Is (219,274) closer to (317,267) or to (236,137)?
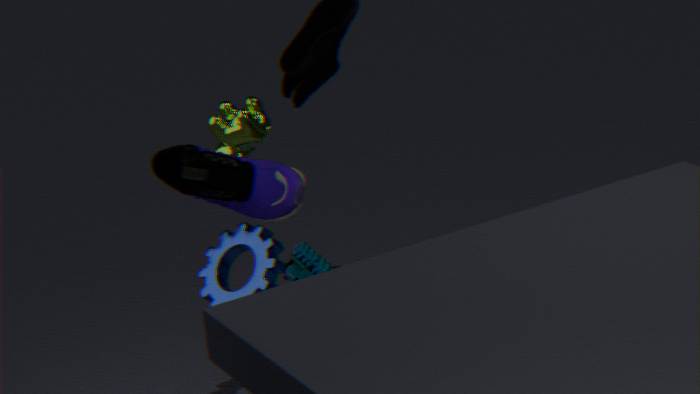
(317,267)
